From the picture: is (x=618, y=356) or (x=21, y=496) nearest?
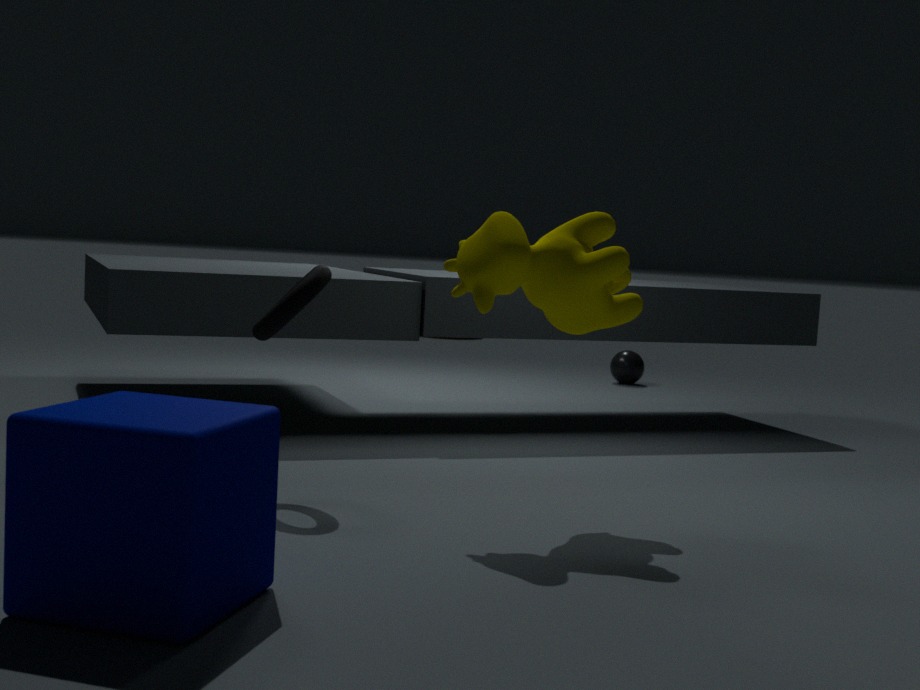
(x=21, y=496)
